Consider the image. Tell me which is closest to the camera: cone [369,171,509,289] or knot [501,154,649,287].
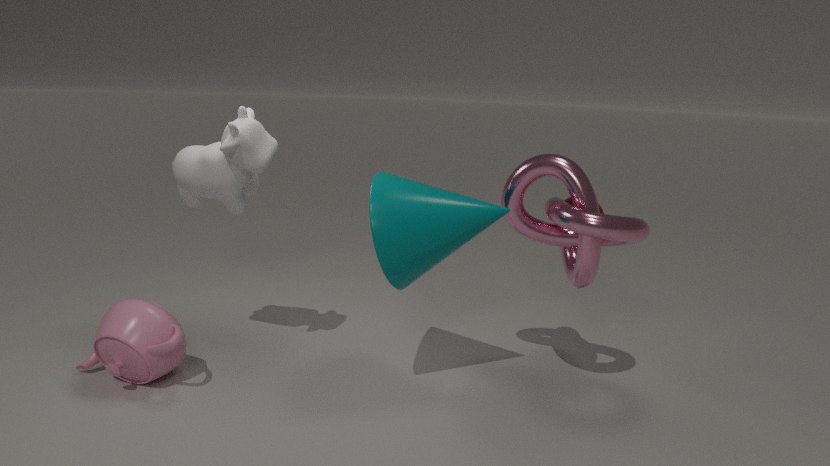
knot [501,154,649,287]
